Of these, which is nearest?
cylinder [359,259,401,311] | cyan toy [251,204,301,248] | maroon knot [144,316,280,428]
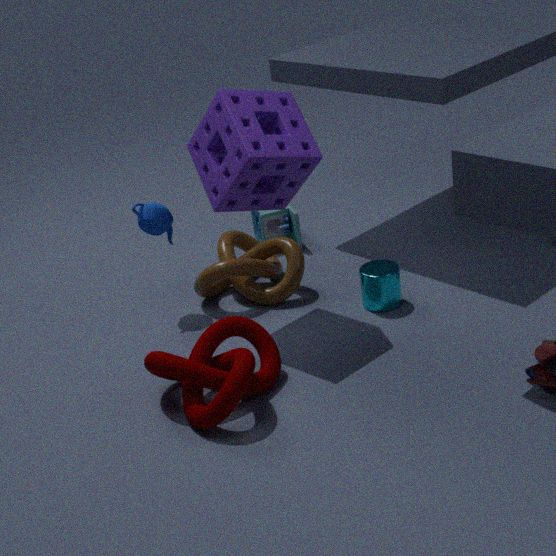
maroon knot [144,316,280,428]
